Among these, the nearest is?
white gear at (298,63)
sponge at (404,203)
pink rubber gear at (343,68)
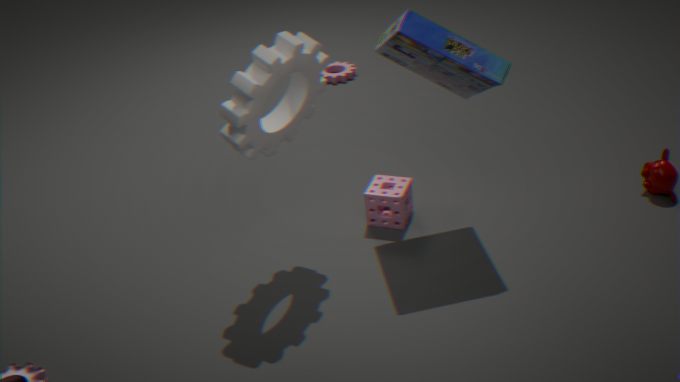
white gear at (298,63)
